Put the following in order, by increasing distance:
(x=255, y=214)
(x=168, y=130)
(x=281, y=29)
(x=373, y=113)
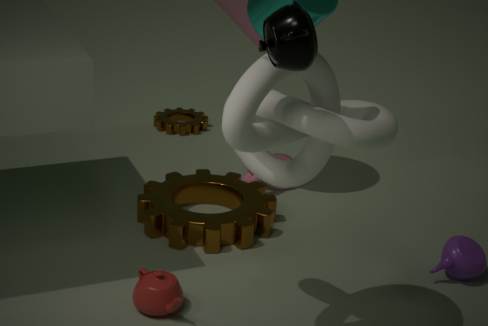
1. (x=281, y=29)
2. (x=373, y=113)
3. (x=255, y=214)
4. (x=168, y=130)
